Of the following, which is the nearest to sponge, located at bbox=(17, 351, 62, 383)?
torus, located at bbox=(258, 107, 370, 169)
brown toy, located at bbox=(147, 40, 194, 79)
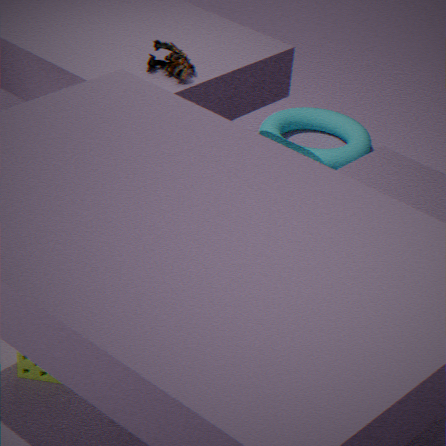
brown toy, located at bbox=(147, 40, 194, 79)
